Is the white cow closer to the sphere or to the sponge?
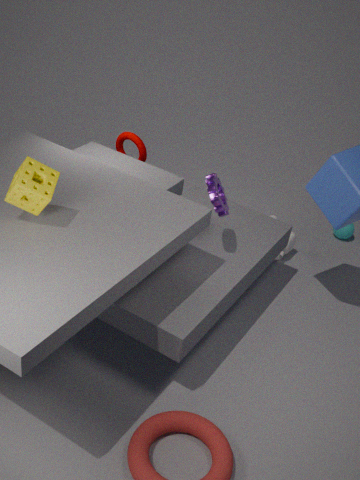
the sphere
